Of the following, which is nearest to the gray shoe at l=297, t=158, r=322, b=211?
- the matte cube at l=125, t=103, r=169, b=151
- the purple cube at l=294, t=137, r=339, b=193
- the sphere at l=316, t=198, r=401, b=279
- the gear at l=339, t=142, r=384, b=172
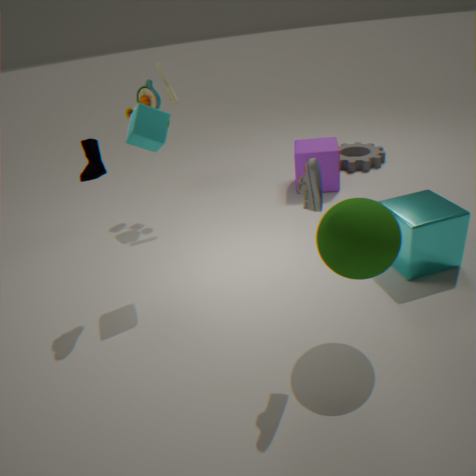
the sphere at l=316, t=198, r=401, b=279
